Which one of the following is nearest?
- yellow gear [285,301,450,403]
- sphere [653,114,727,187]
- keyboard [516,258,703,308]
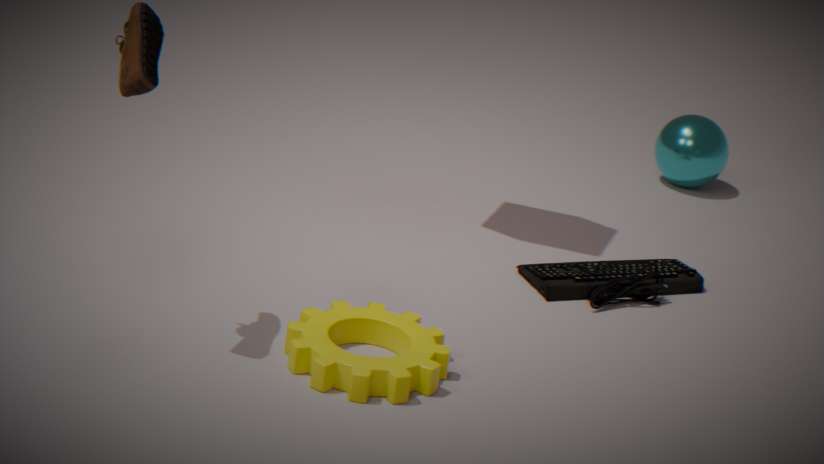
yellow gear [285,301,450,403]
